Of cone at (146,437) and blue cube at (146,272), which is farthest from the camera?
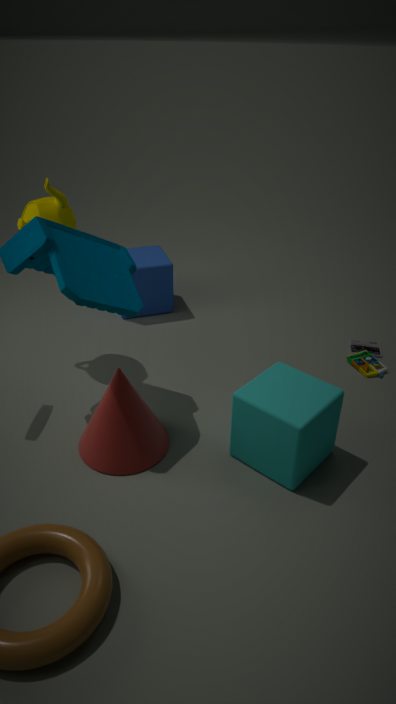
blue cube at (146,272)
